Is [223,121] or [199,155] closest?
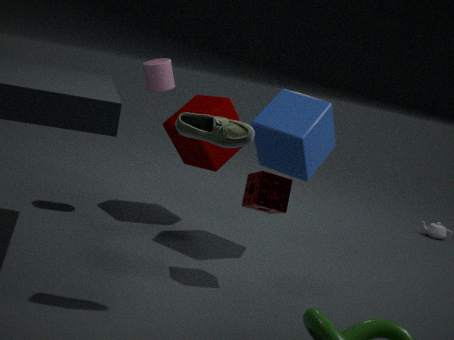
[223,121]
